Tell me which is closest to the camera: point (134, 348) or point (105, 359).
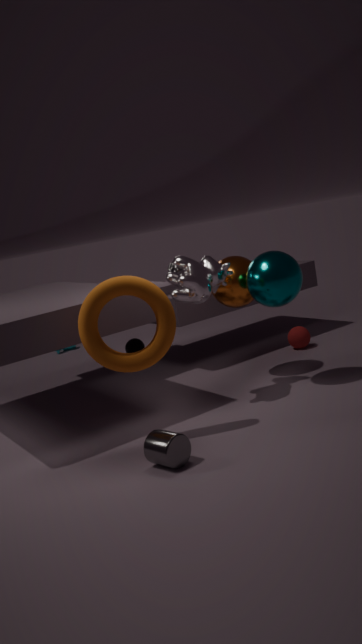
point (105, 359)
